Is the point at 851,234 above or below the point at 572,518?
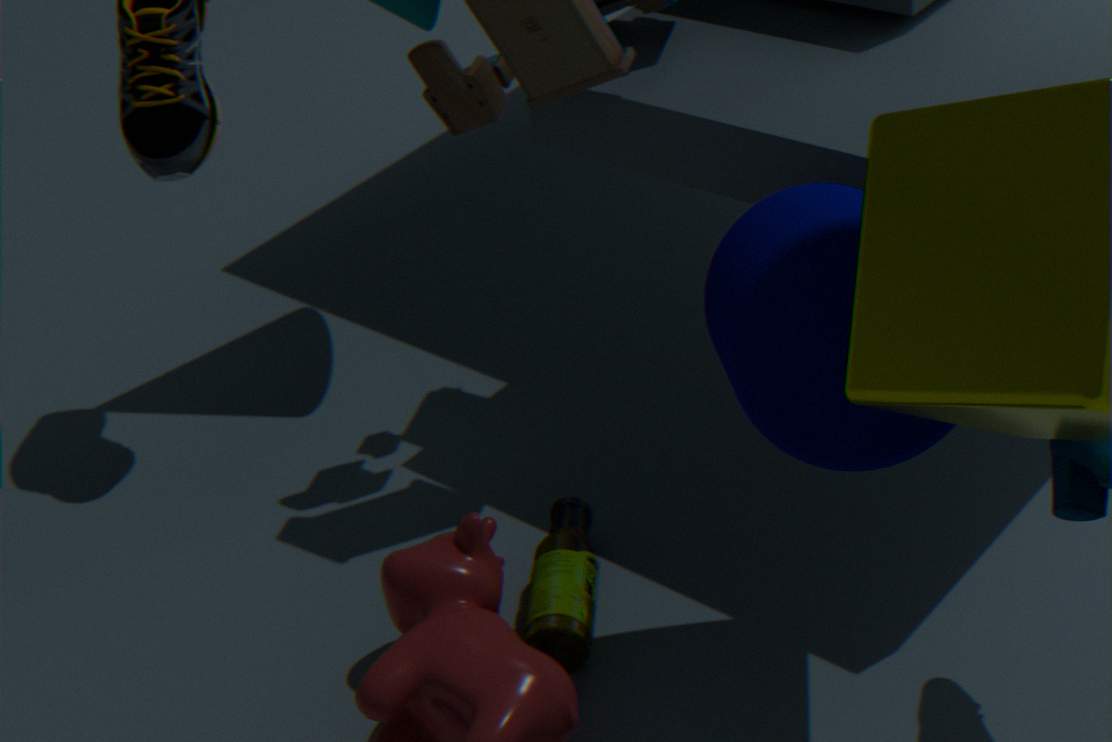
above
